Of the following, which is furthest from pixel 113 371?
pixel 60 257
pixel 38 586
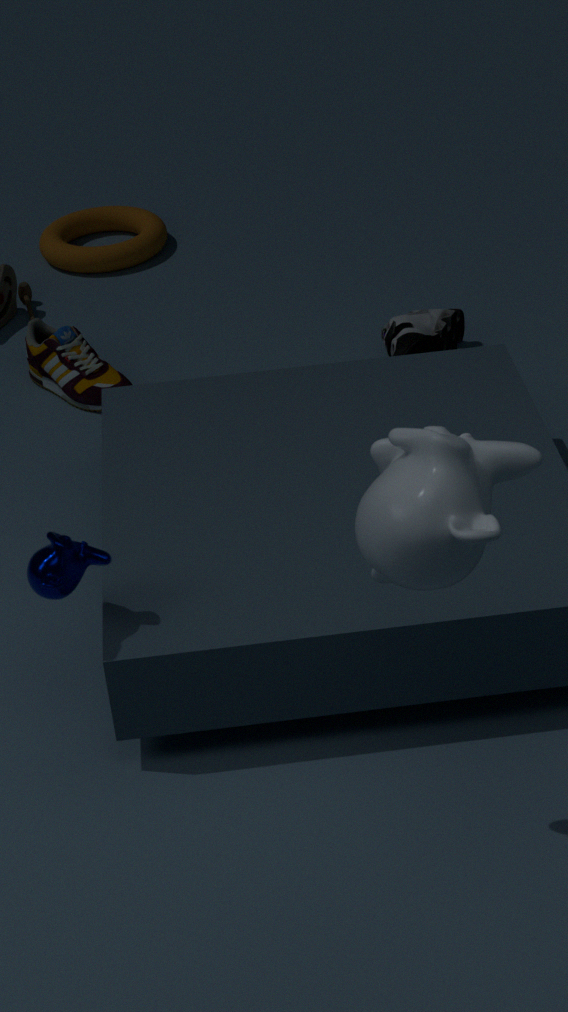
pixel 38 586
